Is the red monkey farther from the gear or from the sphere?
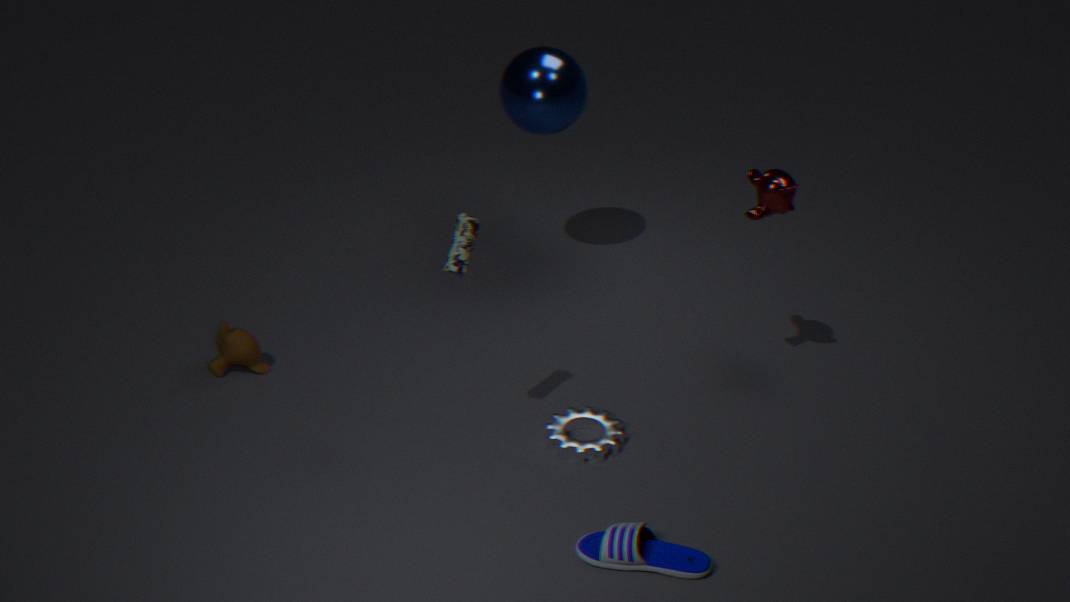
the sphere
